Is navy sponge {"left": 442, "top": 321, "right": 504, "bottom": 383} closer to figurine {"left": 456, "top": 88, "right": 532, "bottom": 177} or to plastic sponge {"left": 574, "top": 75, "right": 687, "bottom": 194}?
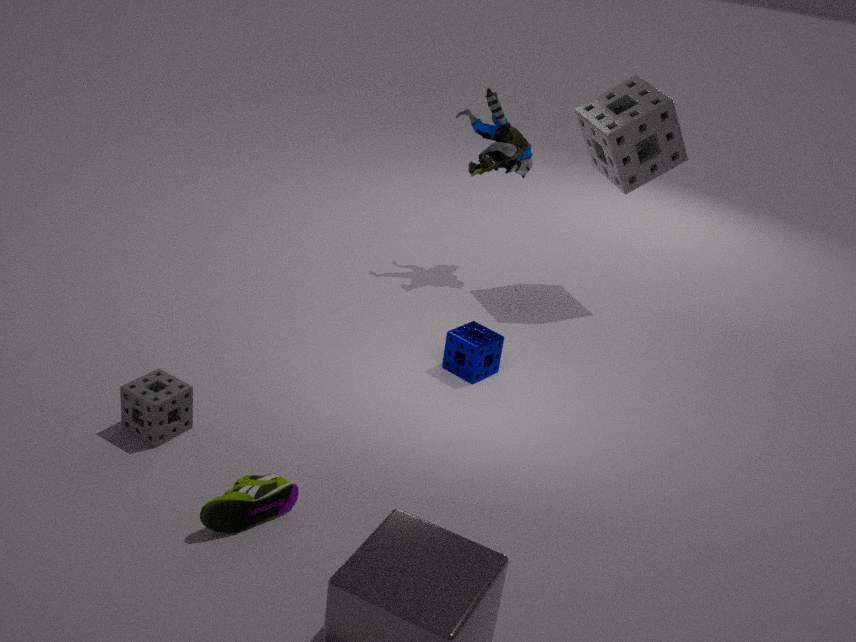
figurine {"left": 456, "top": 88, "right": 532, "bottom": 177}
